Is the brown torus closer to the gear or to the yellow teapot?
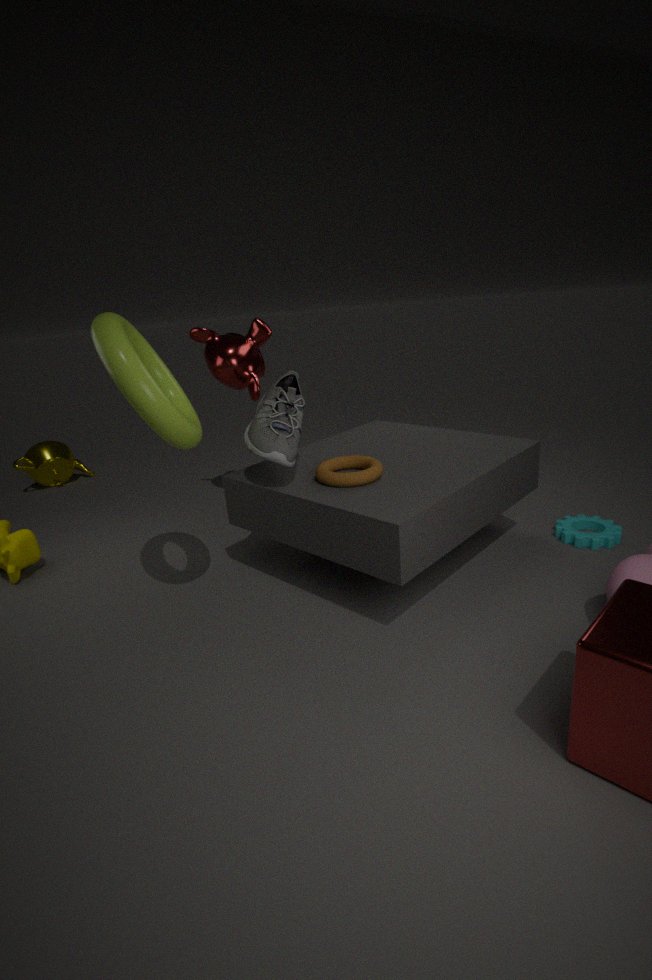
the gear
